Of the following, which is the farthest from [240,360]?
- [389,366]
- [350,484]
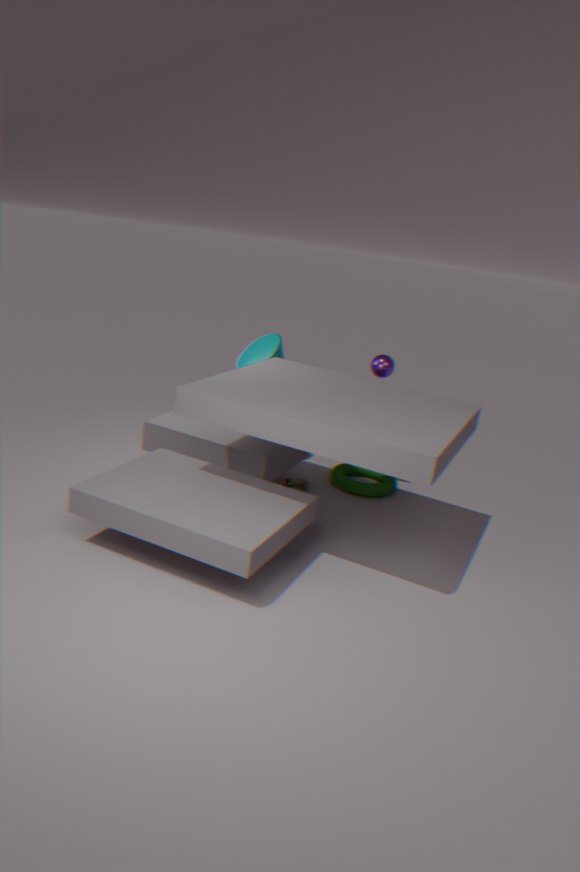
[350,484]
